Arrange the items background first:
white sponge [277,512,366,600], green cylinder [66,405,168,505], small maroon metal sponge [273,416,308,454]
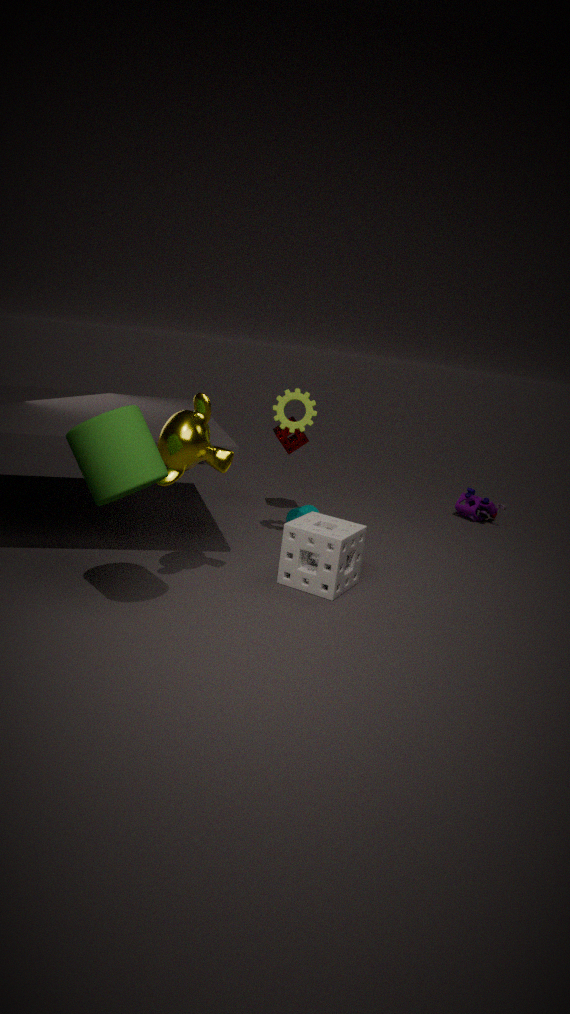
small maroon metal sponge [273,416,308,454] < white sponge [277,512,366,600] < green cylinder [66,405,168,505]
